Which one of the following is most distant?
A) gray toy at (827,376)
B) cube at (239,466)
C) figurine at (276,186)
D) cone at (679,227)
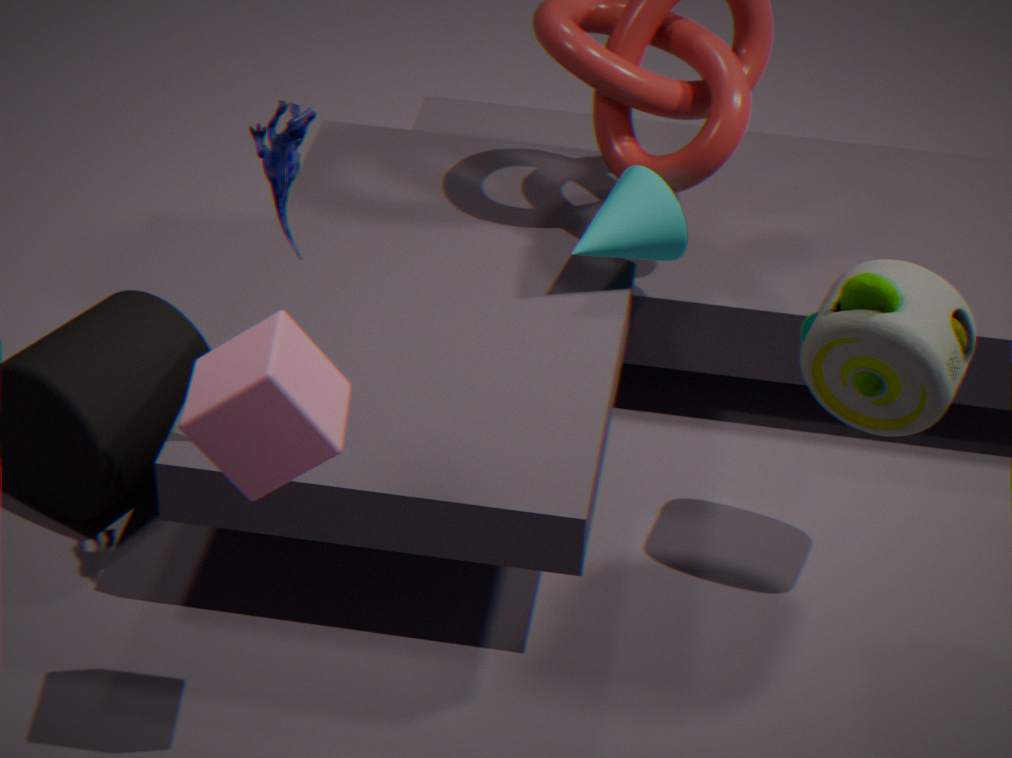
cone at (679,227)
